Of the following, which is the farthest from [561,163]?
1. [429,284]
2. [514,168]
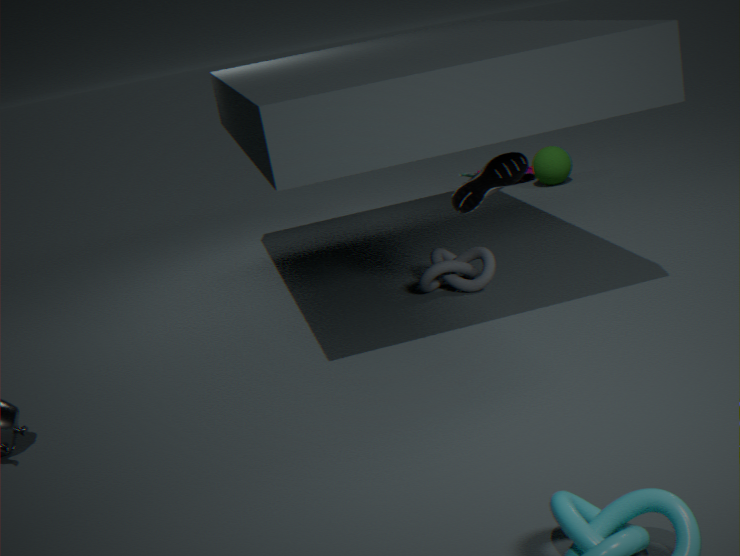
[514,168]
